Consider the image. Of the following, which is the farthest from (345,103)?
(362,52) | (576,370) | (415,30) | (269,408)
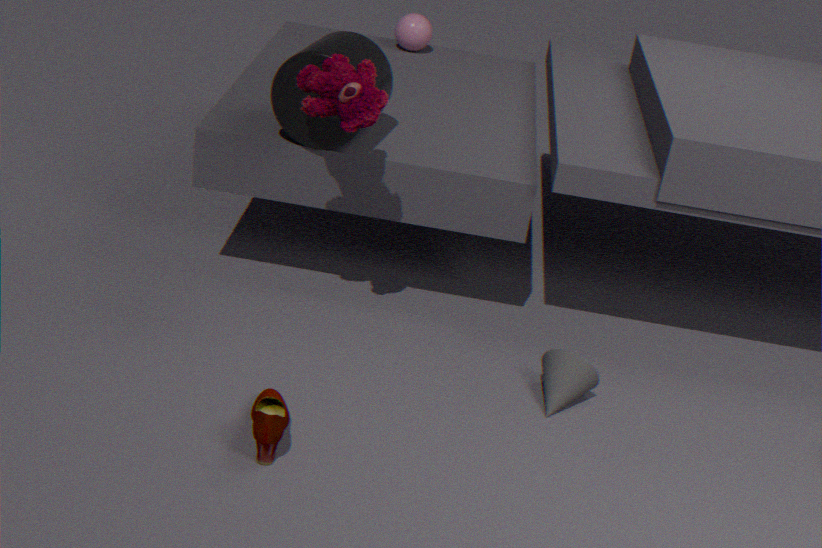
(415,30)
